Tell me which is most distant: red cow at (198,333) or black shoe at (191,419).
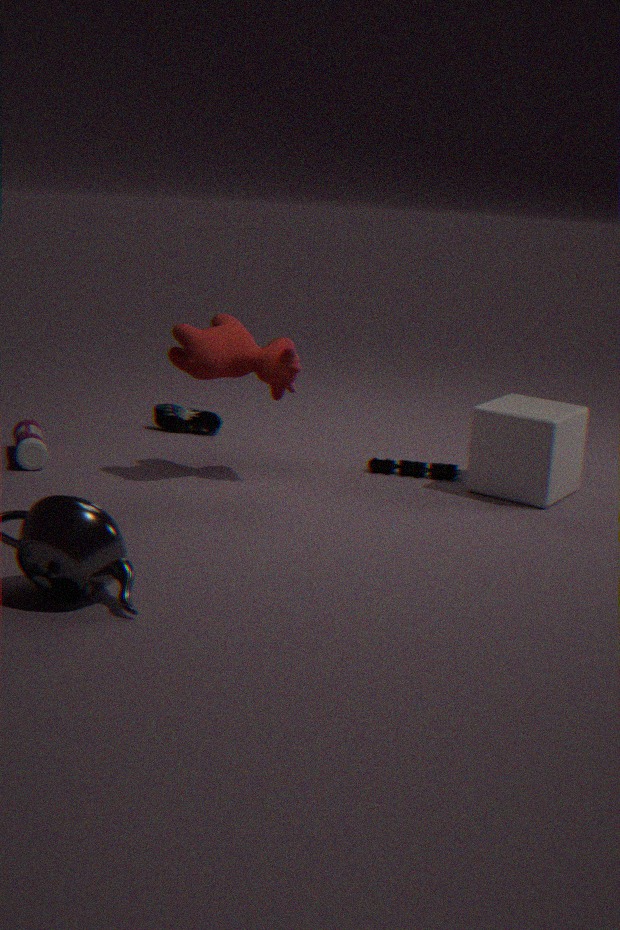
black shoe at (191,419)
